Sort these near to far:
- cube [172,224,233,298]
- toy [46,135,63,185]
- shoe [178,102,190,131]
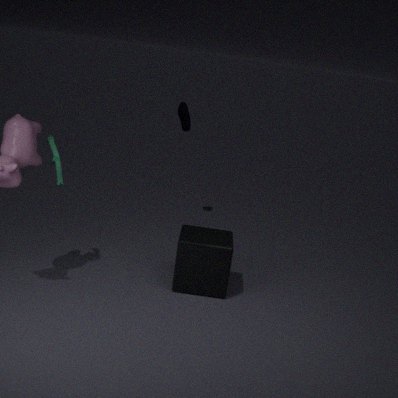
1. toy [46,135,63,185]
2. cube [172,224,233,298]
3. shoe [178,102,190,131]
